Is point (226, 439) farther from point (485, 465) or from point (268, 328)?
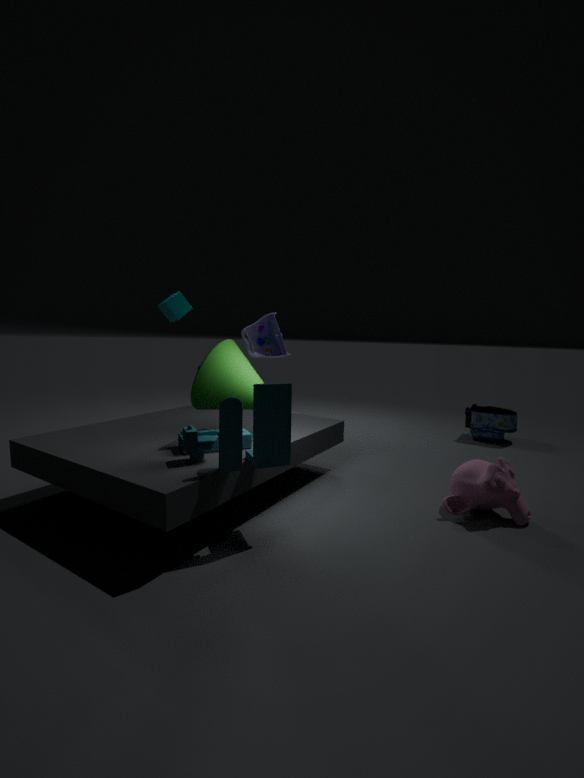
point (268, 328)
